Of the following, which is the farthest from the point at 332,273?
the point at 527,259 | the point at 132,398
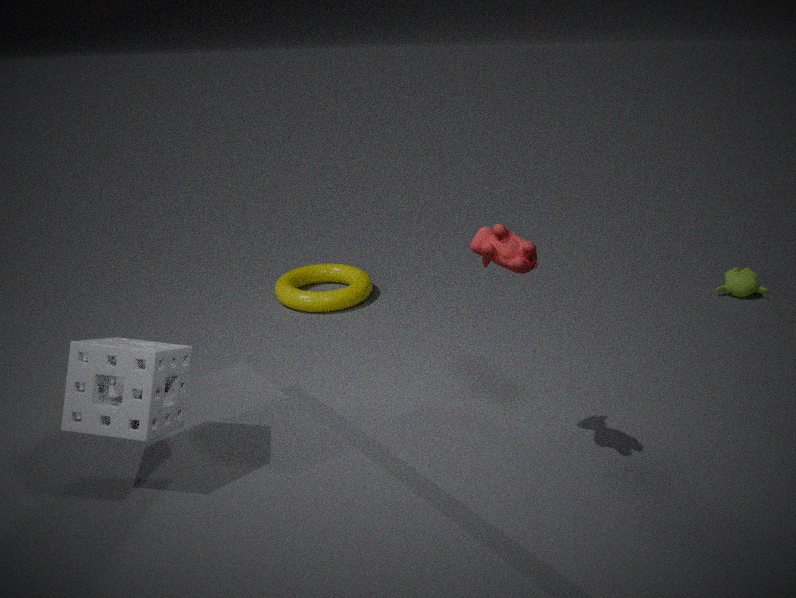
the point at 132,398
